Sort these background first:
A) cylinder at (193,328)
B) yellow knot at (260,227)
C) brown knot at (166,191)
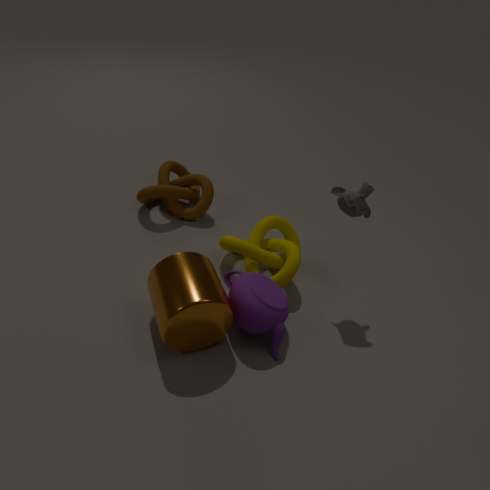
1. brown knot at (166,191)
2. yellow knot at (260,227)
3. cylinder at (193,328)
